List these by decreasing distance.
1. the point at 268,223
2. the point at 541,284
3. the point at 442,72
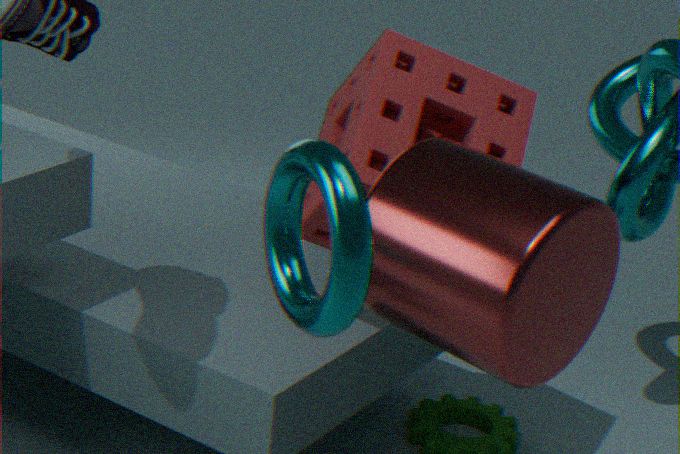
the point at 442,72
the point at 541,284
the point at 268,223
